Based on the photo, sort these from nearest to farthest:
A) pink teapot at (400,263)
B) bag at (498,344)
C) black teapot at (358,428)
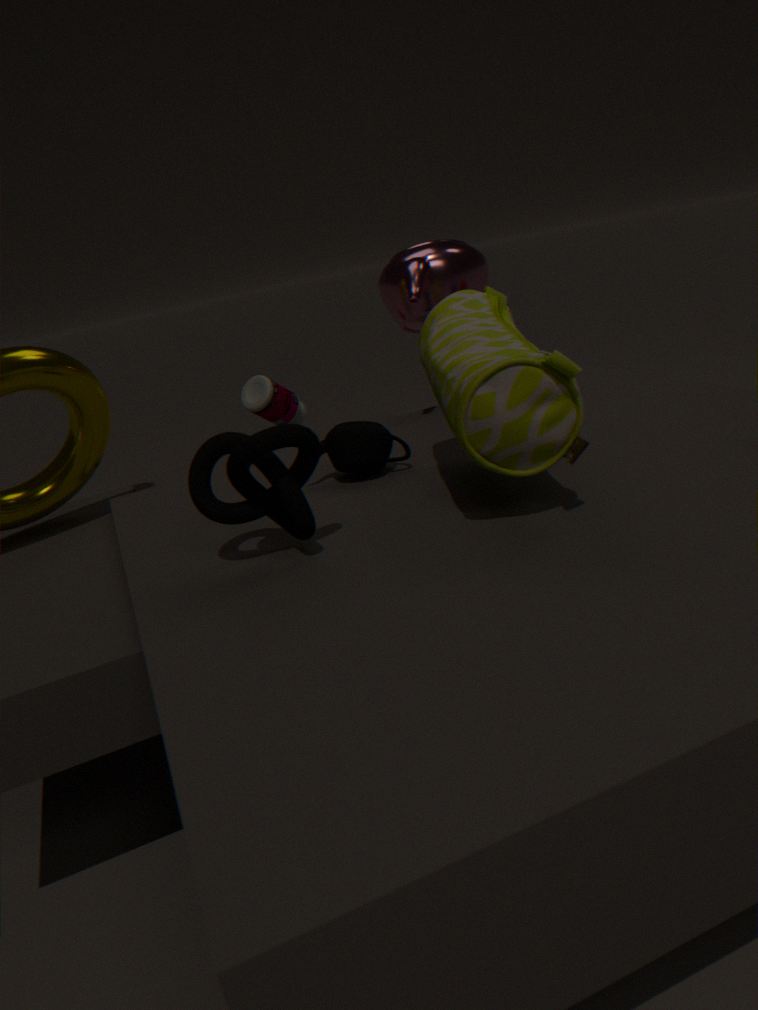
bag at (498,344)
black teapot at (358,428)
pink teapot at (400,263)
